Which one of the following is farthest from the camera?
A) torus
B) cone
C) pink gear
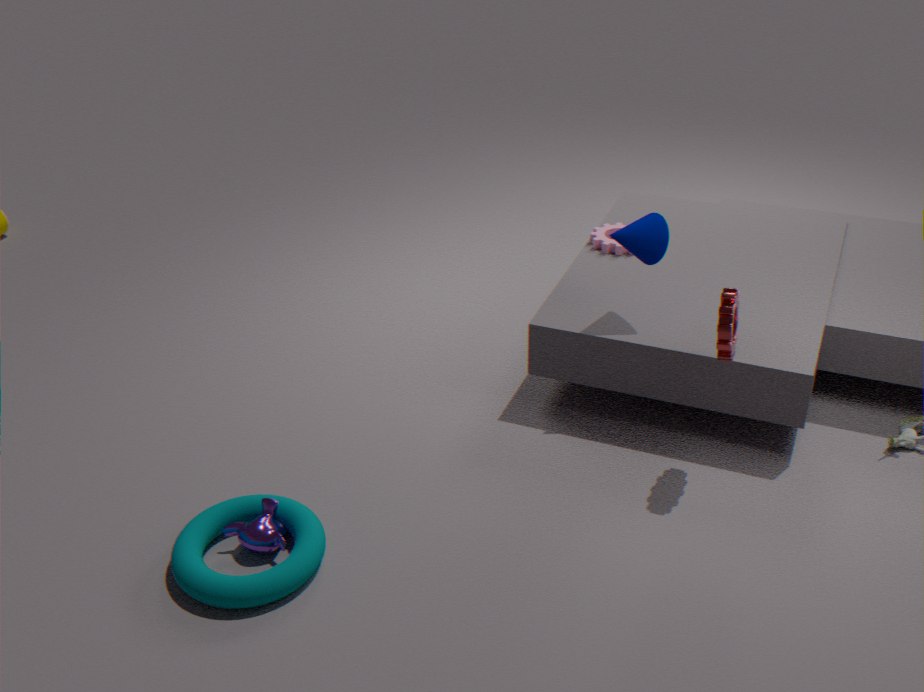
pink gear
